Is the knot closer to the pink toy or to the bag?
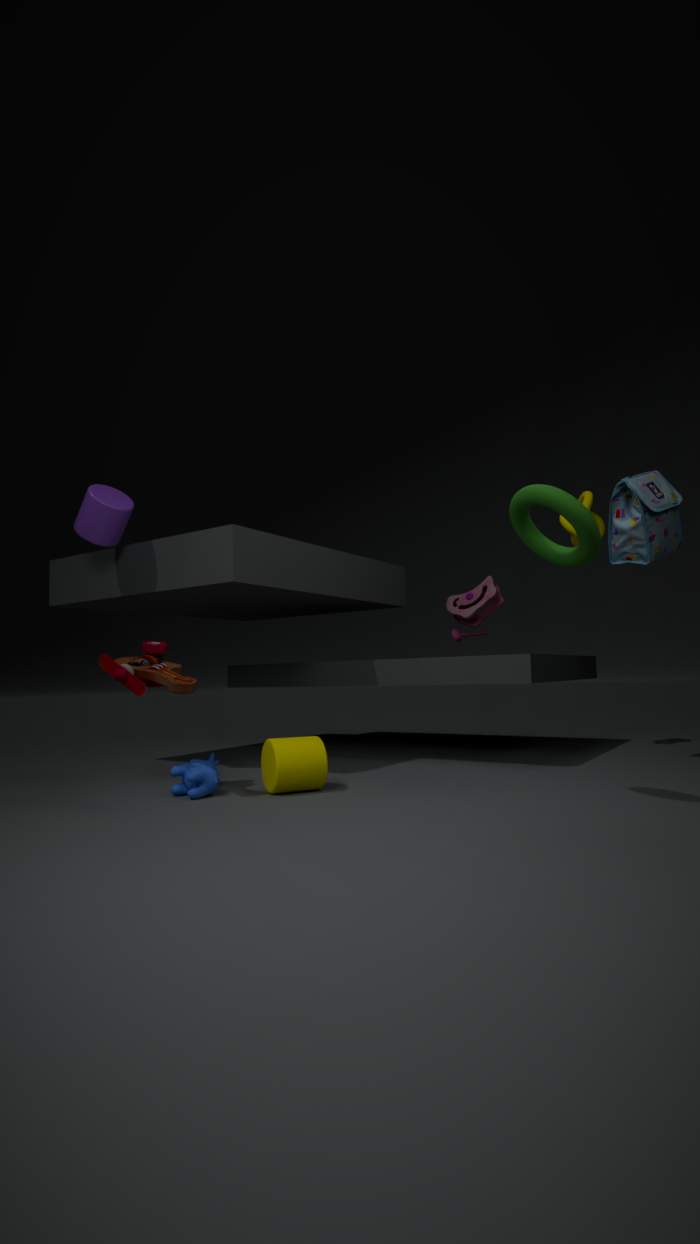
the bag
